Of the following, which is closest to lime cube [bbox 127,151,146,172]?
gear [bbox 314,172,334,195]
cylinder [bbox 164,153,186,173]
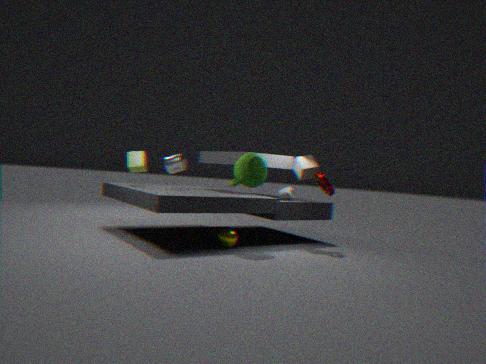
cylinder [bbox 164,153,186,173]
